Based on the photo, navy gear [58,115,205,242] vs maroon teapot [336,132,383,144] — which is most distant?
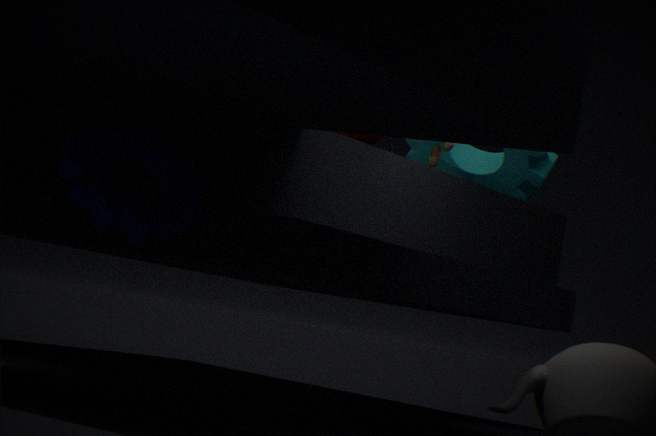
maroon teapot [336,132,383,144]
